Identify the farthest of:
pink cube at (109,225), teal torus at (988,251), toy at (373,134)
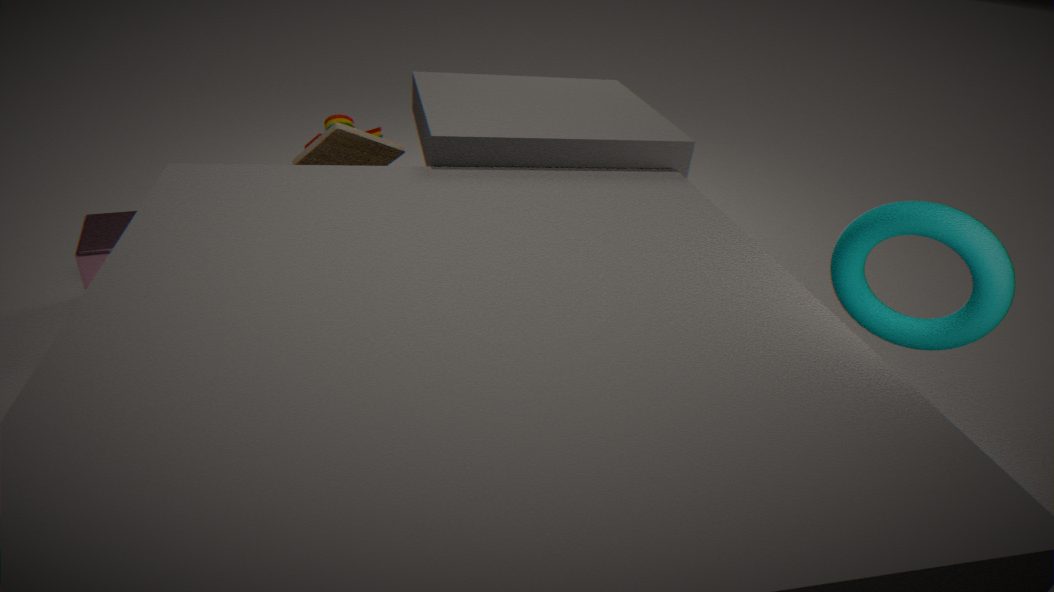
pink cube at (109,225)
